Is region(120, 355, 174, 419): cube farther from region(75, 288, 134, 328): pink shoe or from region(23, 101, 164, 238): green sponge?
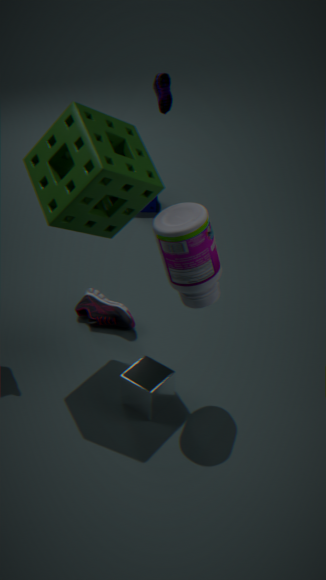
region(23, 101, 164, 238): green sponge
